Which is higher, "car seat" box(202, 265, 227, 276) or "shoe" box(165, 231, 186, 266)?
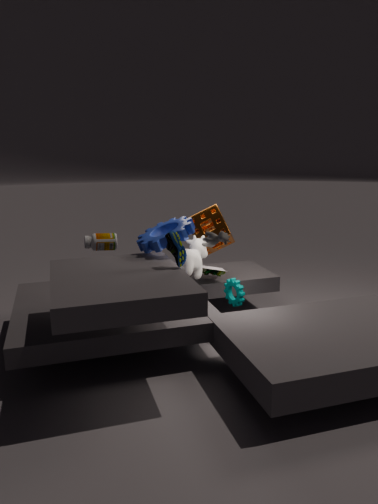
"shoe" box(165, 231, 186, 266)
